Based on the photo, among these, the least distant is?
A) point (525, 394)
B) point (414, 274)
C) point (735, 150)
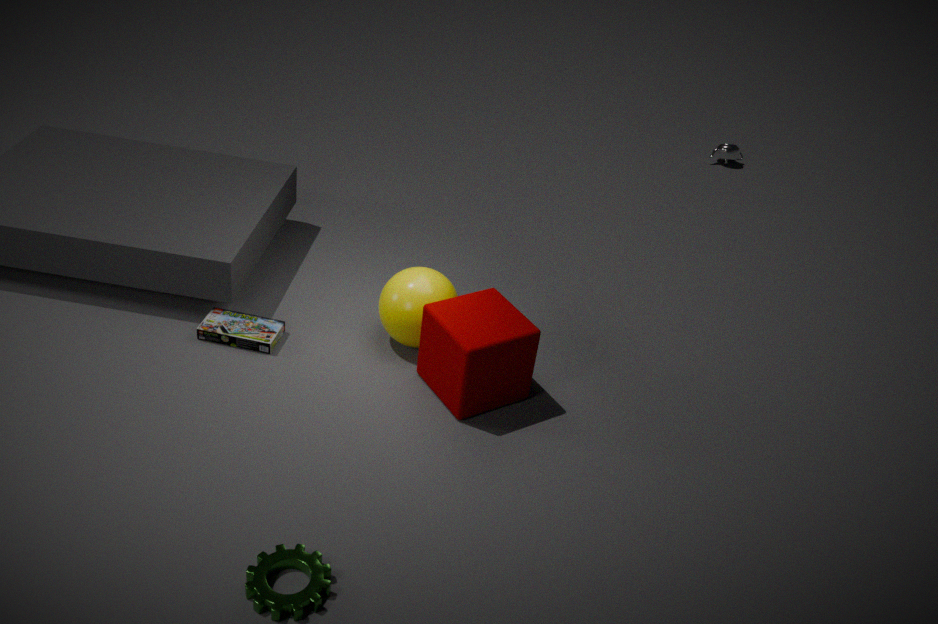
point (525, 394)
